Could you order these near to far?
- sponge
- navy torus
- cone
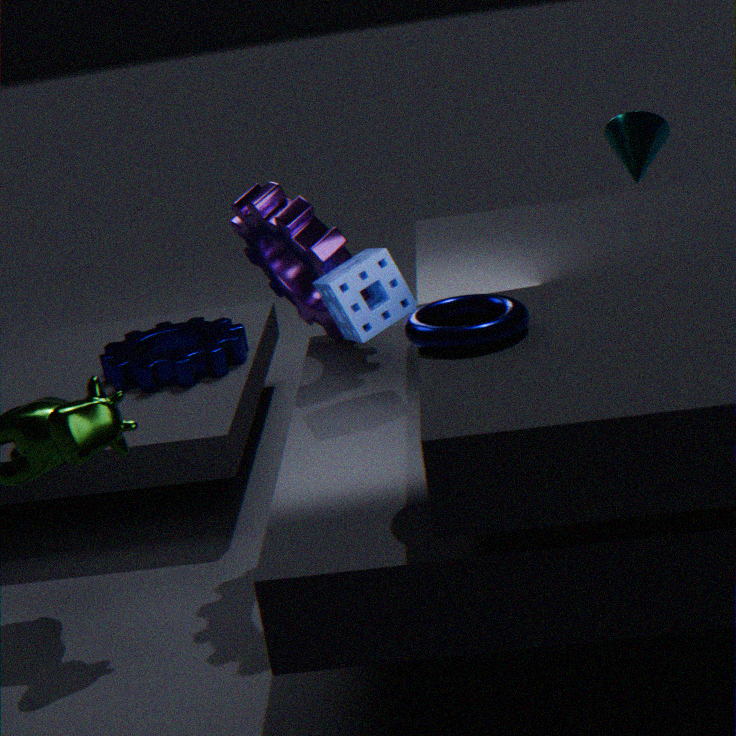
navy torus < sponge < cone
